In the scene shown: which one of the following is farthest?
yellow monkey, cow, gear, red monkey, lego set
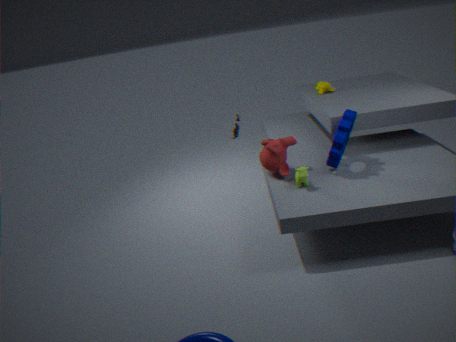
yellow monkey
